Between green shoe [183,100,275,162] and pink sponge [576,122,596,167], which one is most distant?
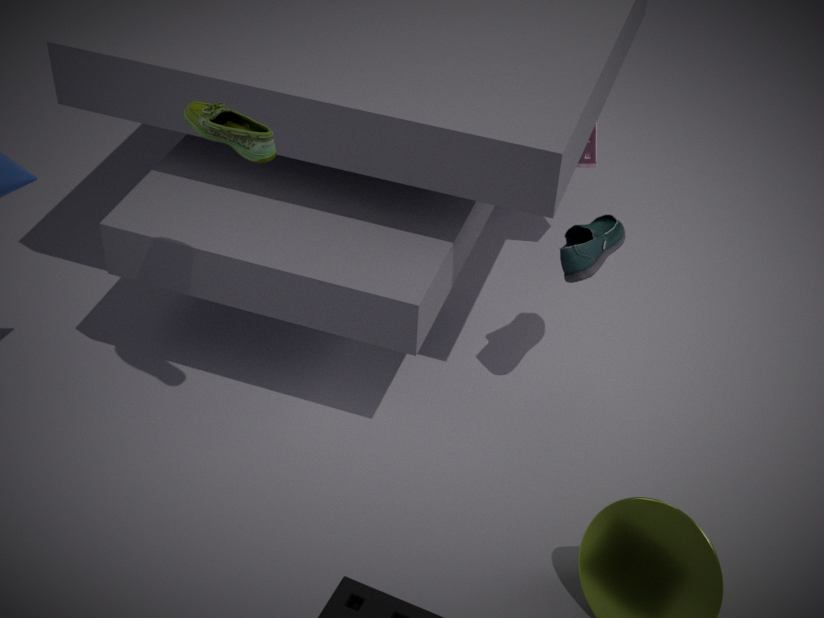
pink sponge [576,122,596,167]
